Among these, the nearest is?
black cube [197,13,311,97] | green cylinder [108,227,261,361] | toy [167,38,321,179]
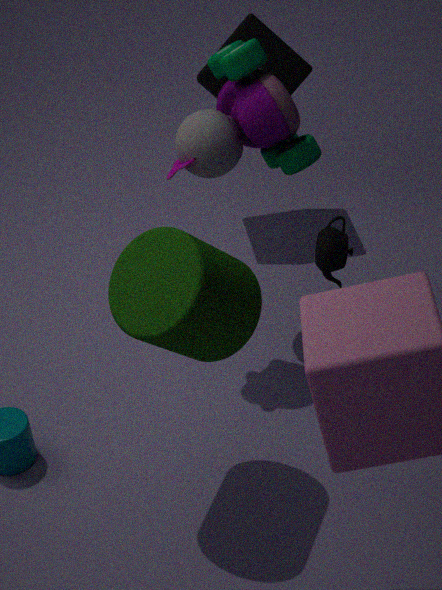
green cylinder [108,227,261,361]
